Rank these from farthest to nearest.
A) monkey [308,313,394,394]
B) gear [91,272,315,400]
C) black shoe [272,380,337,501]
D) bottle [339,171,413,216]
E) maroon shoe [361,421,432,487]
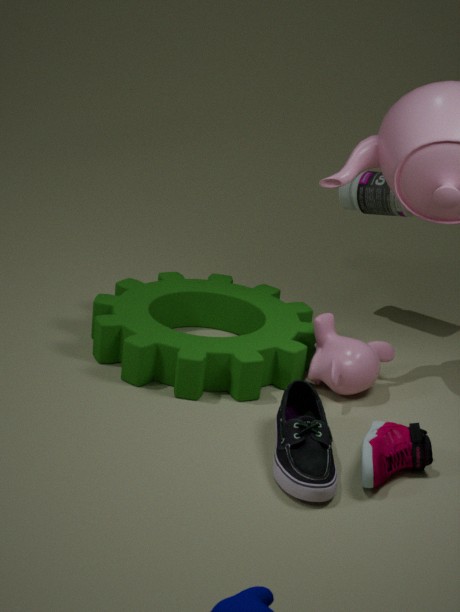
bottle [339,171,413,216] < monkey [308,313,394,394] < gear [91,272,315,400] < maroon shoe [361,421,432,487] < black shoe [272,380,337,501]
